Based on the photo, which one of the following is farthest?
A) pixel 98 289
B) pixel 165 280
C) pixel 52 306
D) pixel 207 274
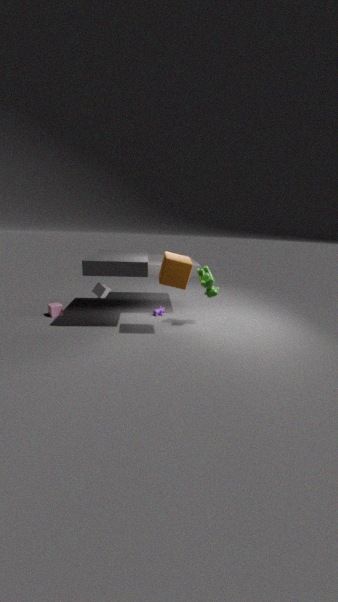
pixel 52 306
